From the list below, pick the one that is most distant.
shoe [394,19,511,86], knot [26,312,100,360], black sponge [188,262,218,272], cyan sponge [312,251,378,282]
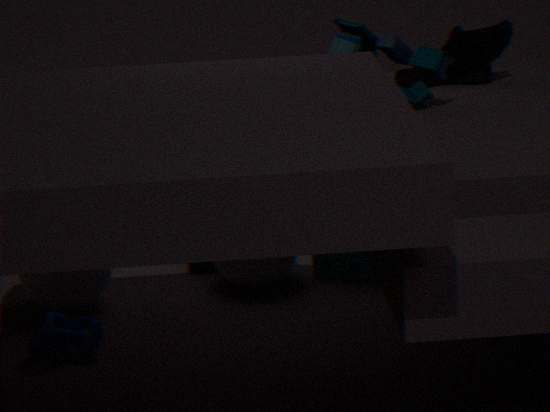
black sponge [188,262,218,272]
